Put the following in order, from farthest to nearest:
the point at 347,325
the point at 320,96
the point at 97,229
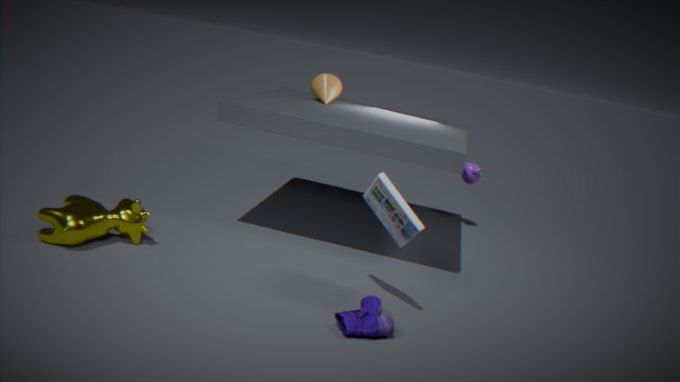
the point at 320,96
the point at 97,229
the point at 347,325
